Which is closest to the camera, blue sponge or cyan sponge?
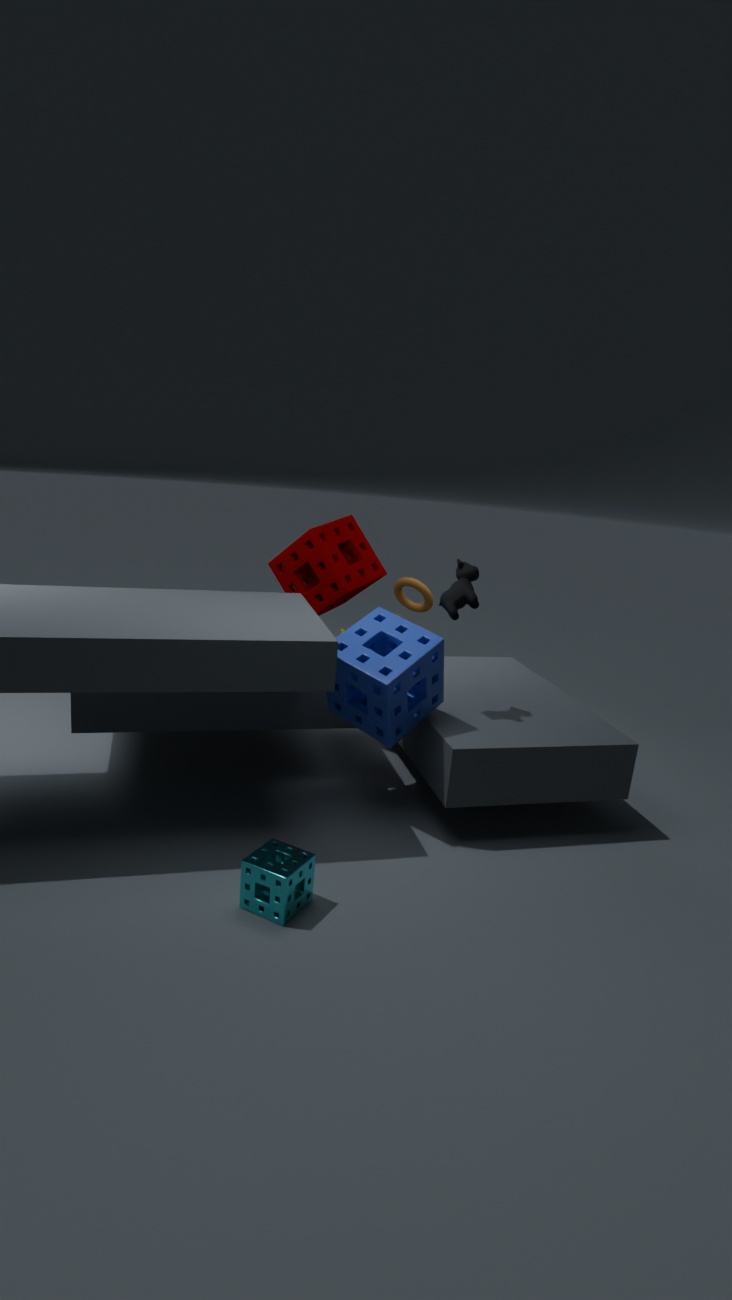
cyan sponge
